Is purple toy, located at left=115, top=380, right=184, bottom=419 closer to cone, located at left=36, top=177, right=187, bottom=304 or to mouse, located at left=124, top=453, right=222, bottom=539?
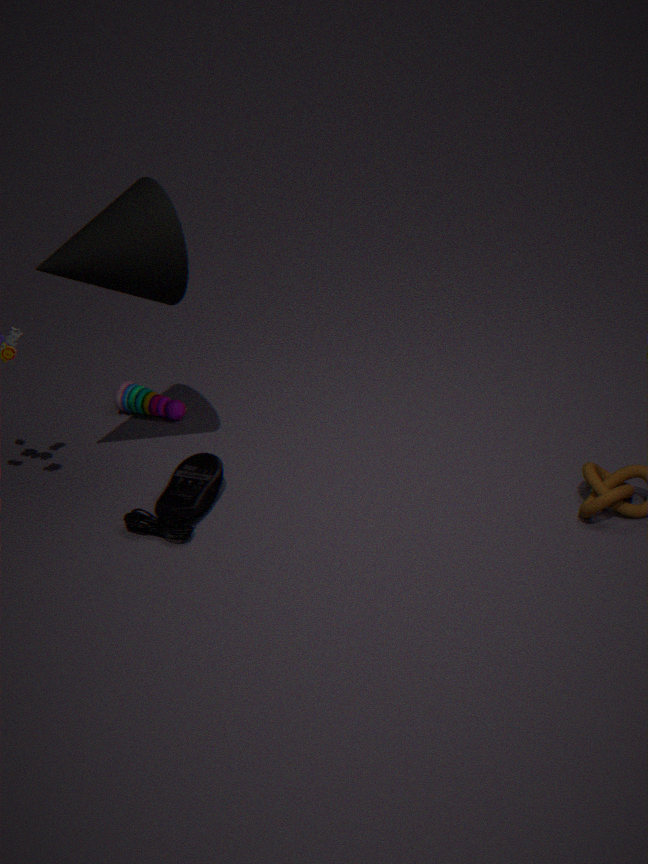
mouse, located at left=124, top=453, right=222, bottom=539
